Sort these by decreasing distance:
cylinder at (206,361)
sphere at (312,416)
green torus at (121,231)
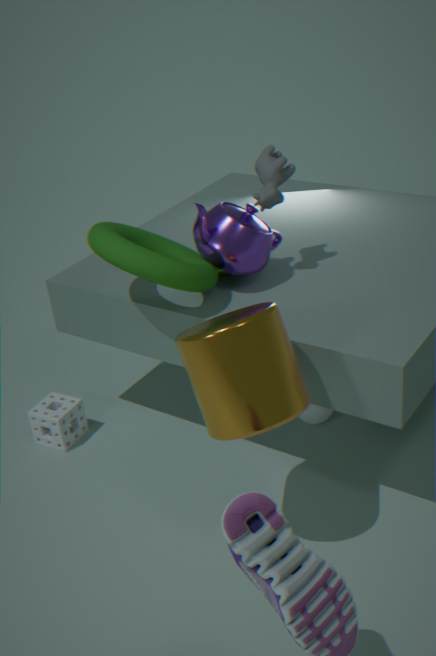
sphere at (312,416) < green torus at (121,231) < cylinder at (206,361)
